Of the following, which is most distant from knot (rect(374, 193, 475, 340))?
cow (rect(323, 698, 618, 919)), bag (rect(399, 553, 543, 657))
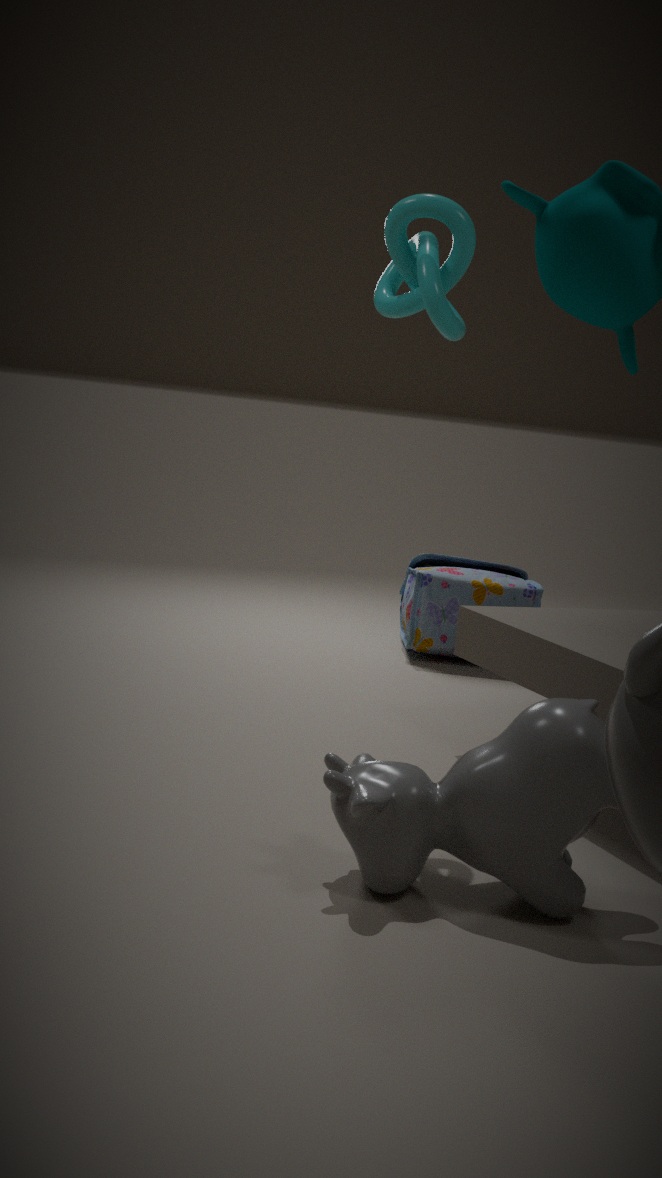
bag (rect(399, 553, 543, 657))
